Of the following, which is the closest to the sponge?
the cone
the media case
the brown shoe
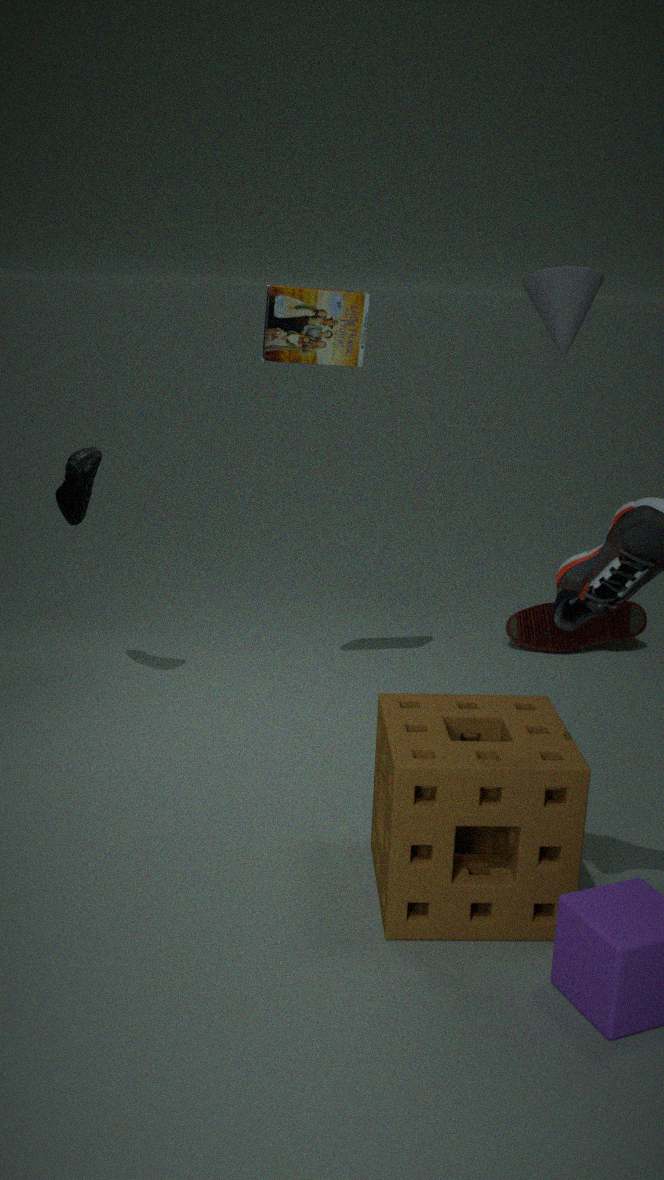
the media case
